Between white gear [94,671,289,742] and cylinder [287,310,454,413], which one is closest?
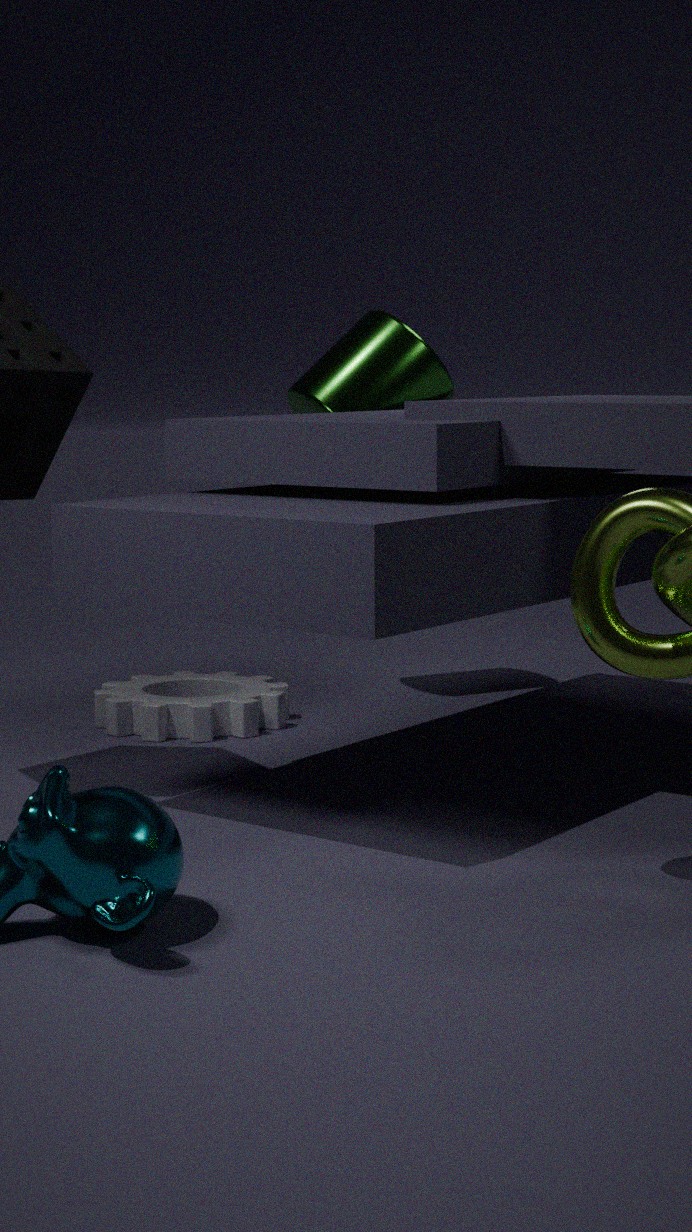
white gear [94,671,289,742]
